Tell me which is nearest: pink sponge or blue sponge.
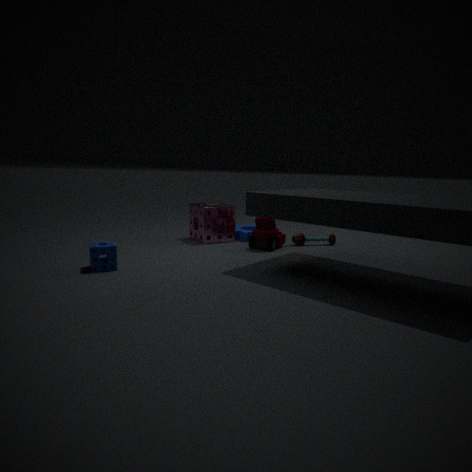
blue sponge
